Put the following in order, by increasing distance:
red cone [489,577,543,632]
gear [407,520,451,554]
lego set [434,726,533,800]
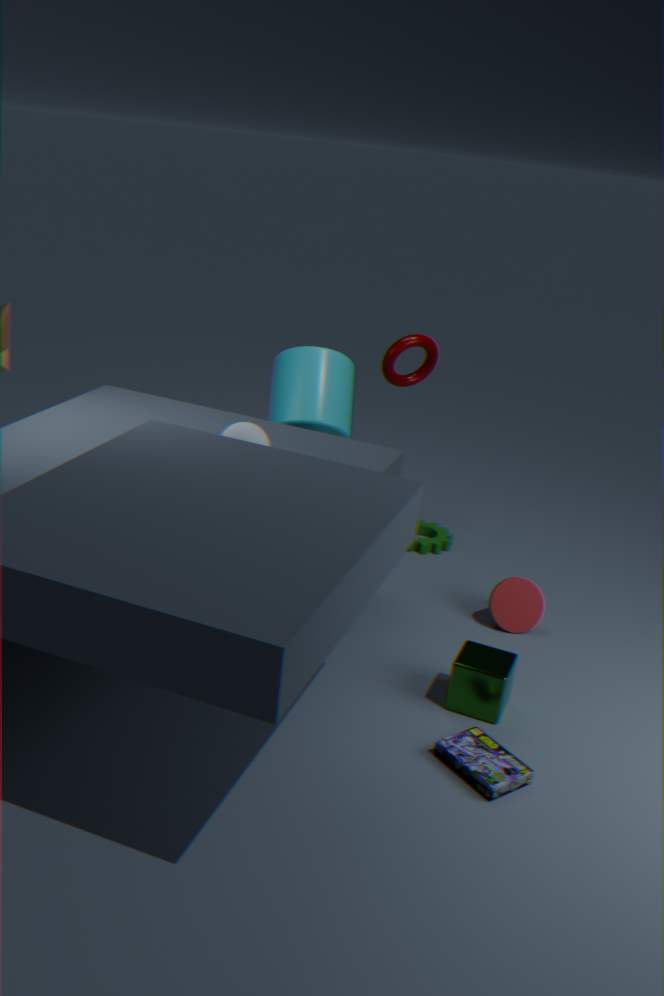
lego set [434,726,533,800] < red cone [489,577,543,632] < gear [407,520,451,554]
